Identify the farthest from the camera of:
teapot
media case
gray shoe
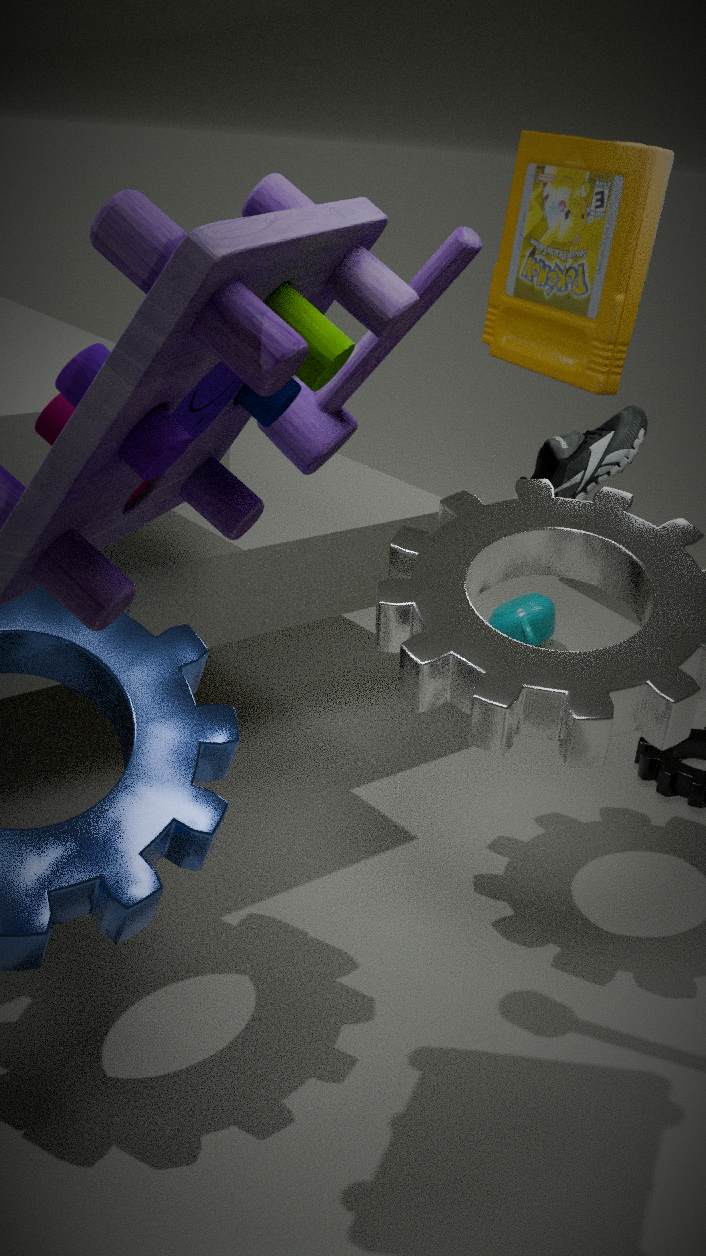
teapot
